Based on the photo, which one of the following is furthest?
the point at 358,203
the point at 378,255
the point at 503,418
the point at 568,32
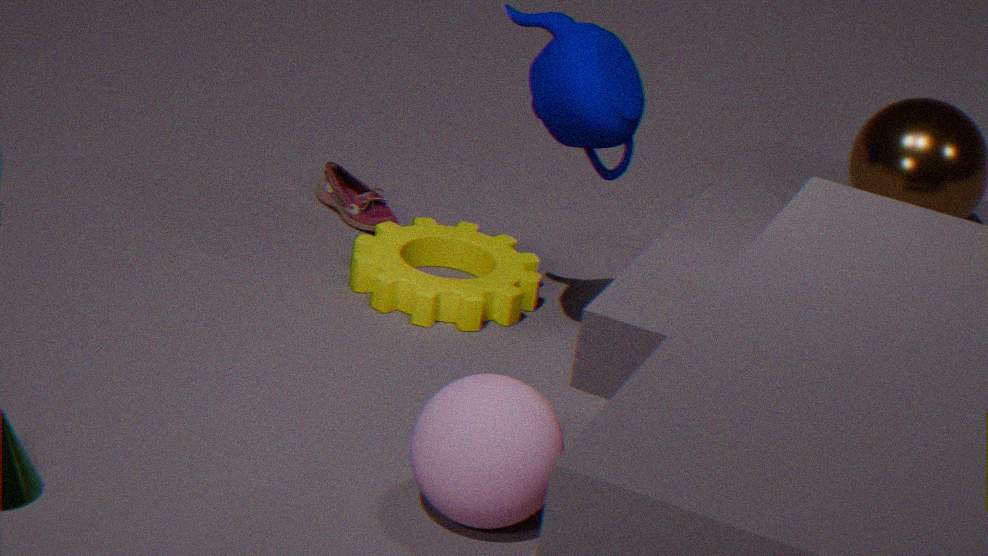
the point at 358,203
